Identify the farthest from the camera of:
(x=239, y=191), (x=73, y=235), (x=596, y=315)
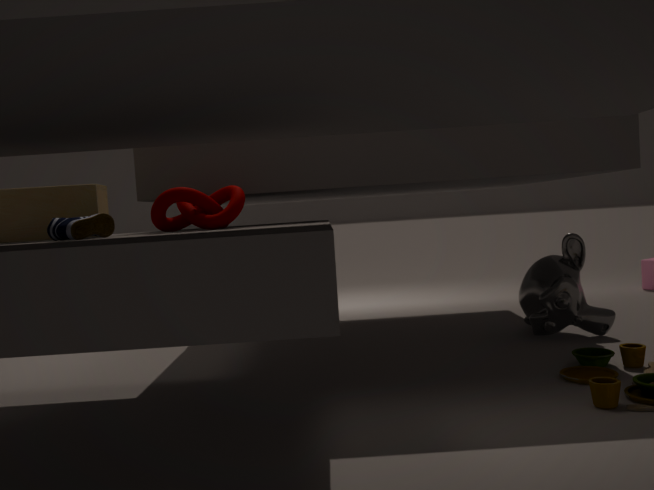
(x=596, y=315)
